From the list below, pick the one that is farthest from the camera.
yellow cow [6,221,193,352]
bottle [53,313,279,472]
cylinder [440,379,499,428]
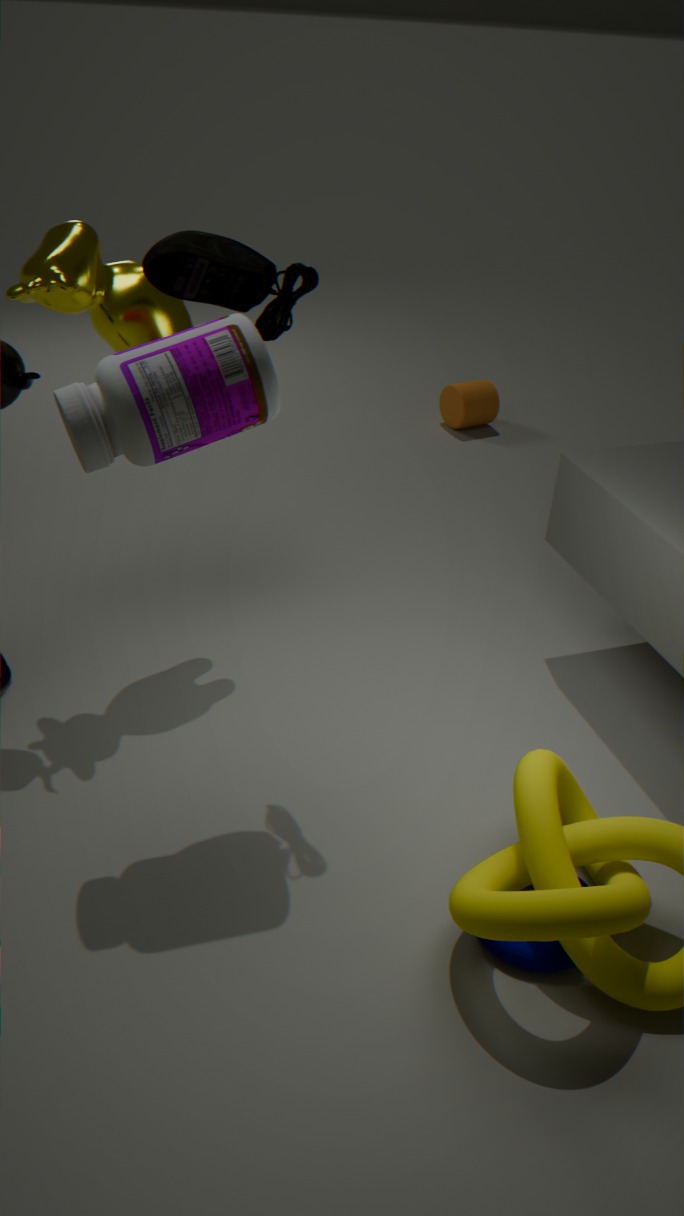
cylinder [440,379,499,428]
